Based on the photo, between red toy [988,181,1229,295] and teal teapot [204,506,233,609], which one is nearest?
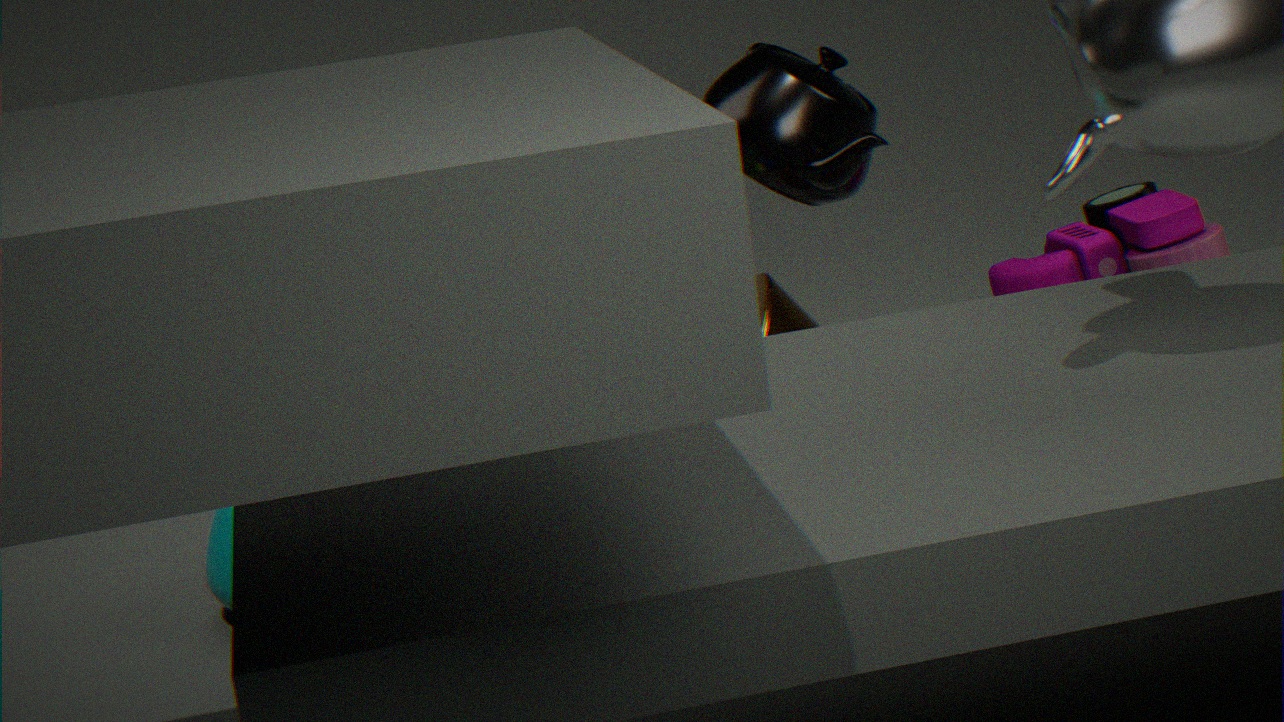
teal teapot [204,506,233,609]
